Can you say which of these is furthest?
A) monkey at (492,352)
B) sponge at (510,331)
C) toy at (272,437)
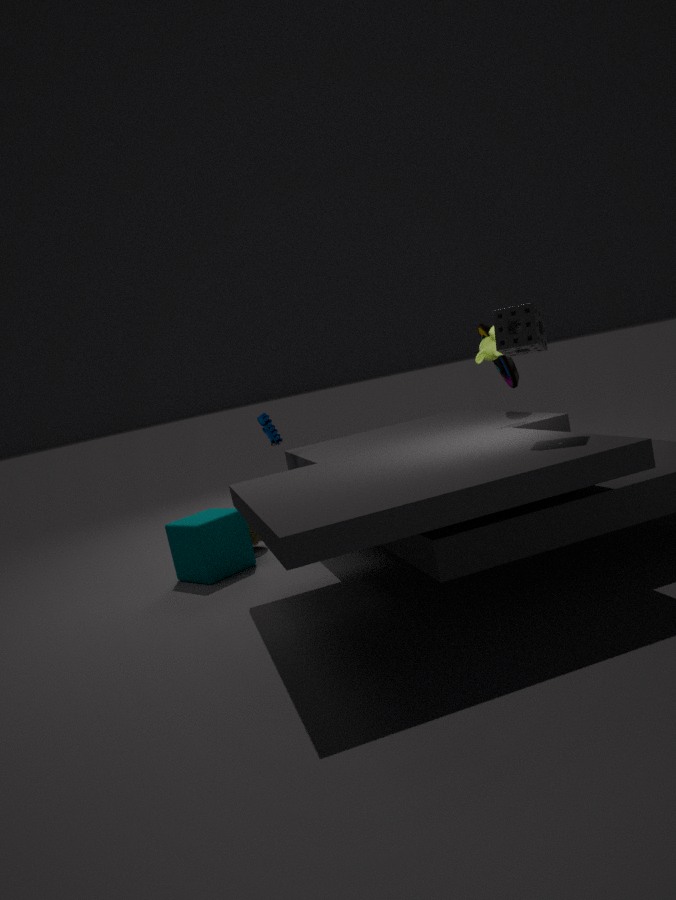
toy at (272,437)
